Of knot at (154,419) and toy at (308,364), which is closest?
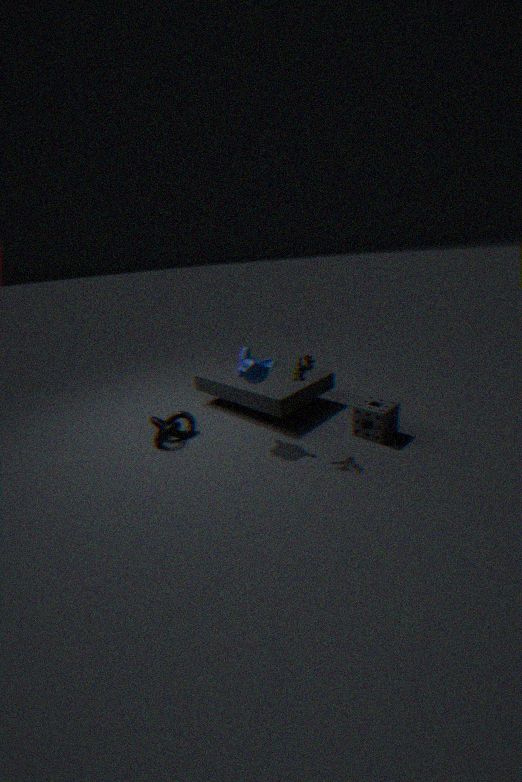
toy at (308,364)
